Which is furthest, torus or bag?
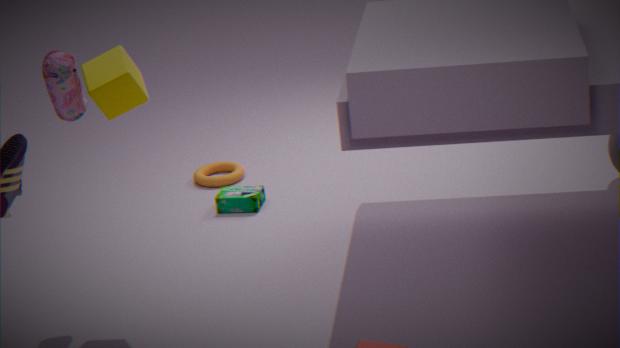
torus
